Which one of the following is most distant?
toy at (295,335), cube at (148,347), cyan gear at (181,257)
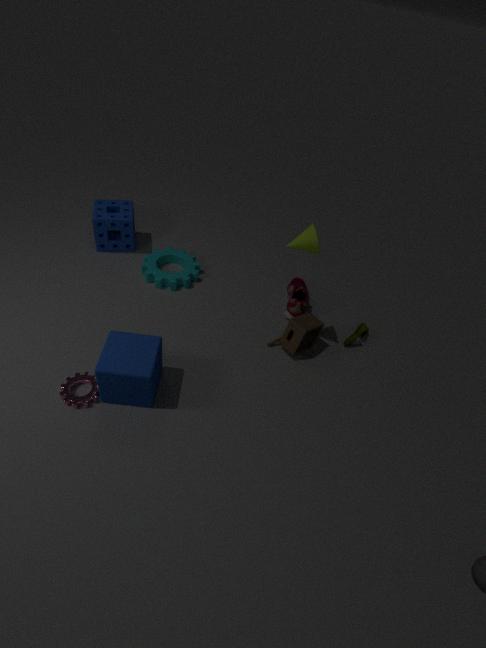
cyan gear at (181,257)
